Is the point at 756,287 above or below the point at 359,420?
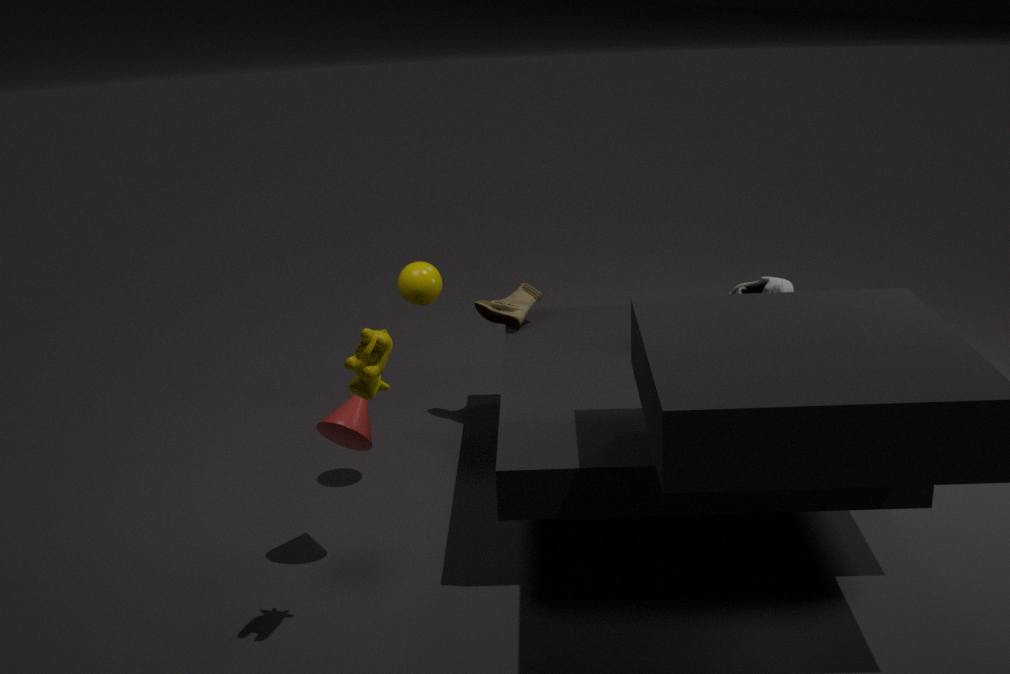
above
